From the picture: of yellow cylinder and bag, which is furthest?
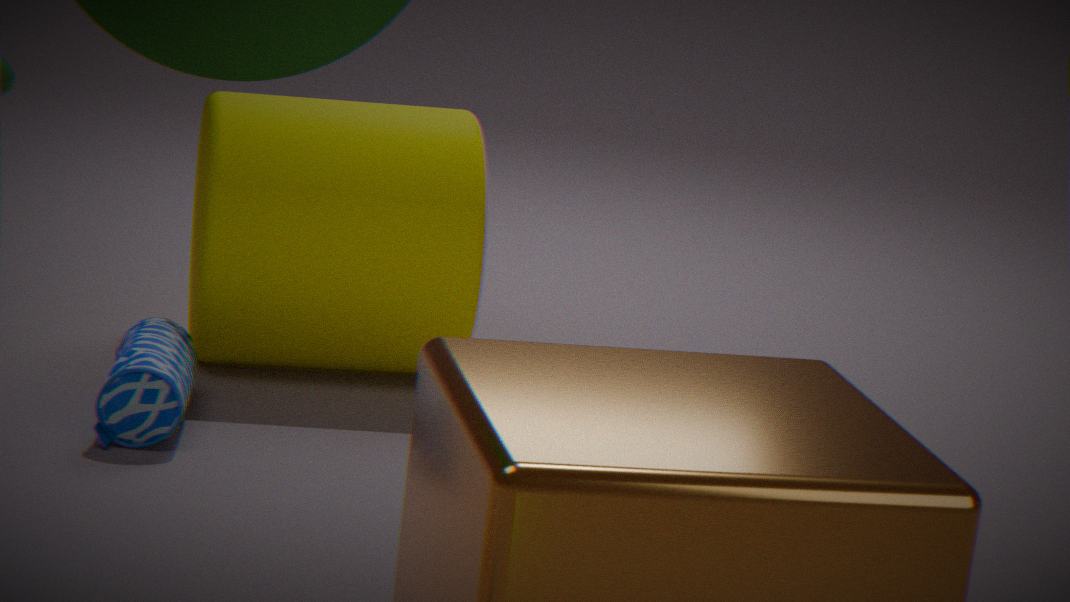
yellow cylinder
